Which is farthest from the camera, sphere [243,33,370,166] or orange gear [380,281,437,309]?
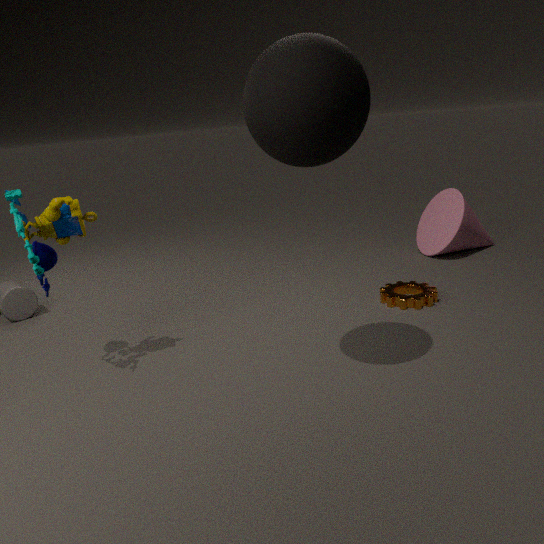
orange gear [380,281,437,309]
